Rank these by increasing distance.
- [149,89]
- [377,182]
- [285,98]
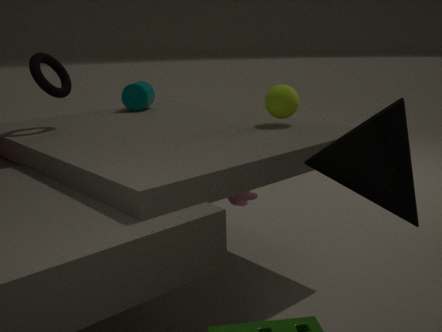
1. [377,182]
2. [285,98]
3. [149,89]
